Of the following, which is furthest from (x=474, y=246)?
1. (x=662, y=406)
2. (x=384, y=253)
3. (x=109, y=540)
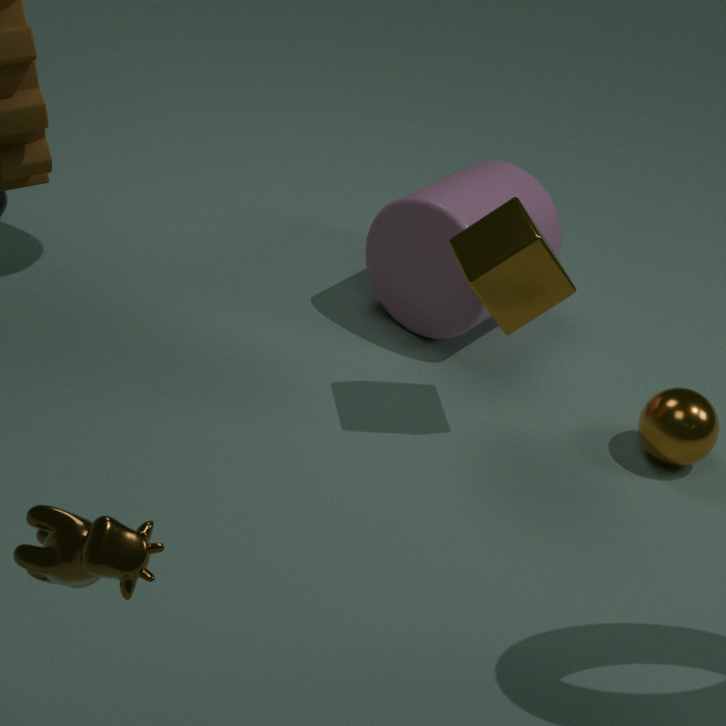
(x=109, y=540)
